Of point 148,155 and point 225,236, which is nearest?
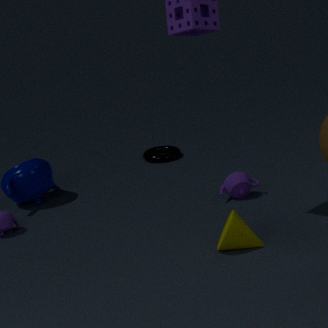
point 225,236
